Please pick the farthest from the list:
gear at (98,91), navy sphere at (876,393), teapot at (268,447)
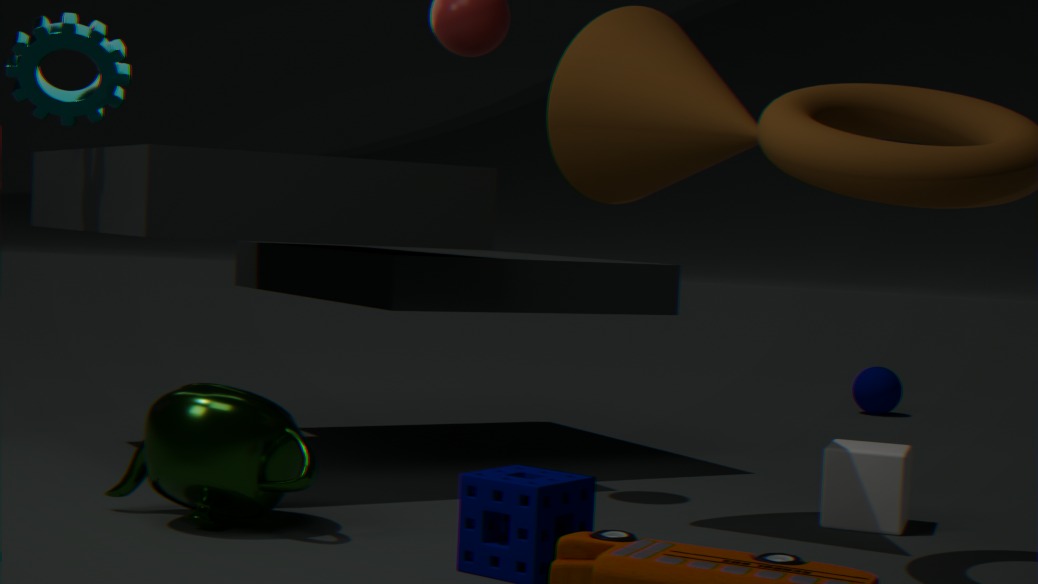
navy sphere at (876,393)
